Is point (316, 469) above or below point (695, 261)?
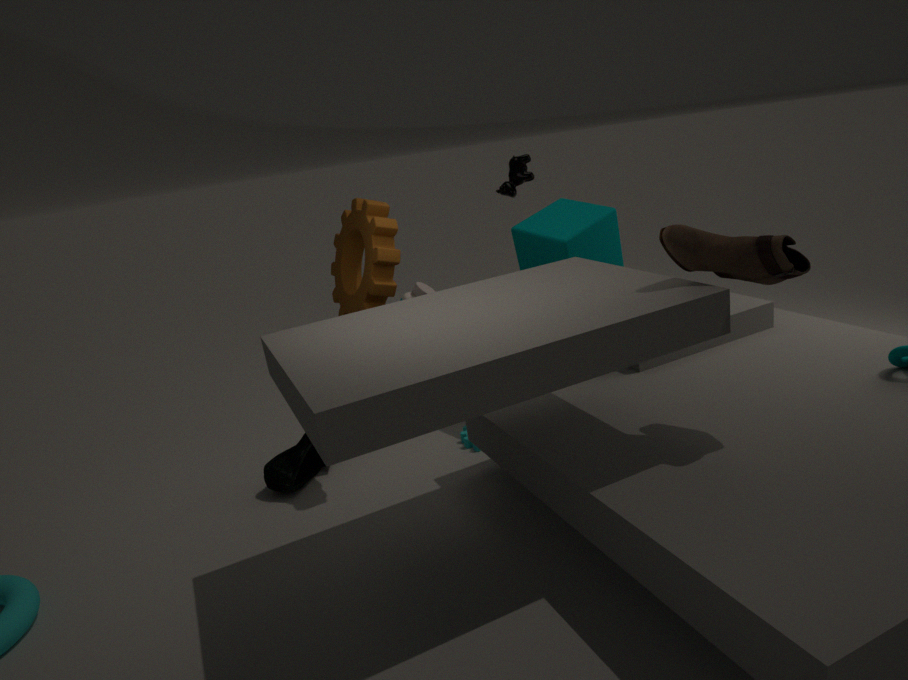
below
